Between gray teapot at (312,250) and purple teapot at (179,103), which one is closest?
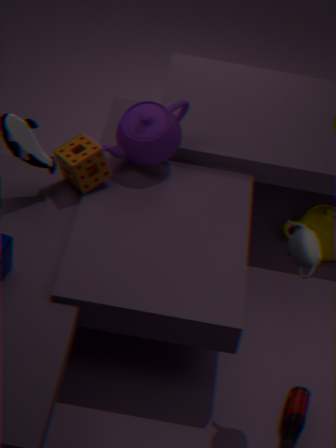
gray teapot at (312,250)
